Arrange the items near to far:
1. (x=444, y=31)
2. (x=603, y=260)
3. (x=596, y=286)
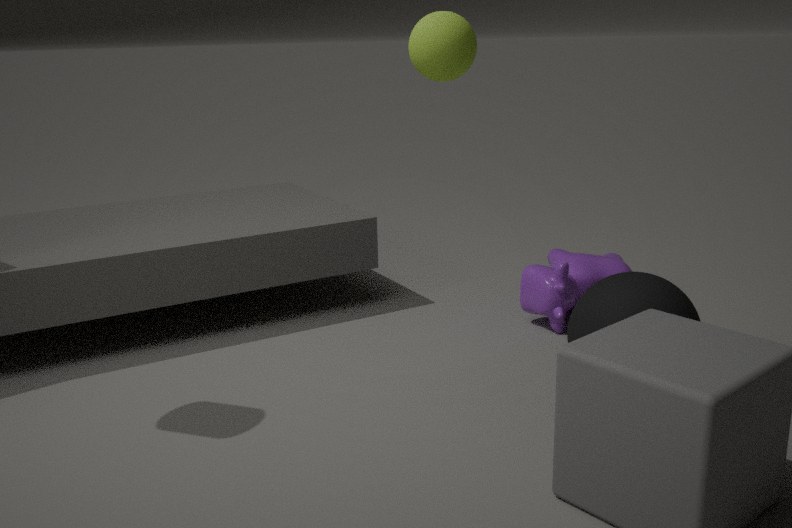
(x=444, y=31) → (x=596, y=286) → (x=603, y=260)
